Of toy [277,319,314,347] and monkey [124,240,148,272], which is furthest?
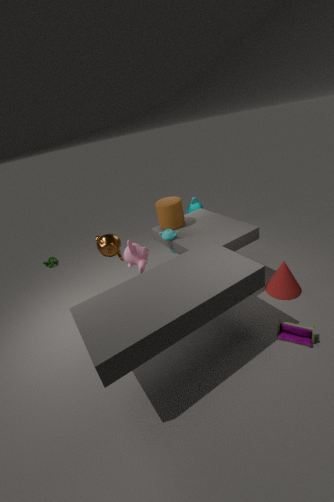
monkey [124,240,148,272]
